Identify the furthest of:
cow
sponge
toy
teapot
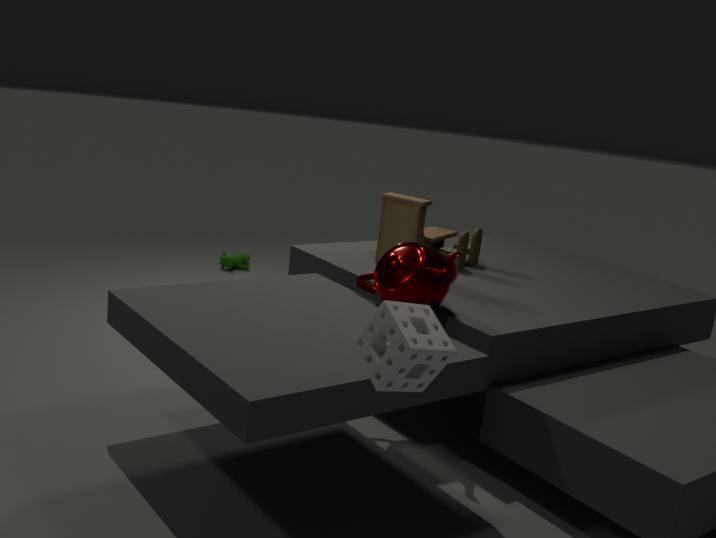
cow
